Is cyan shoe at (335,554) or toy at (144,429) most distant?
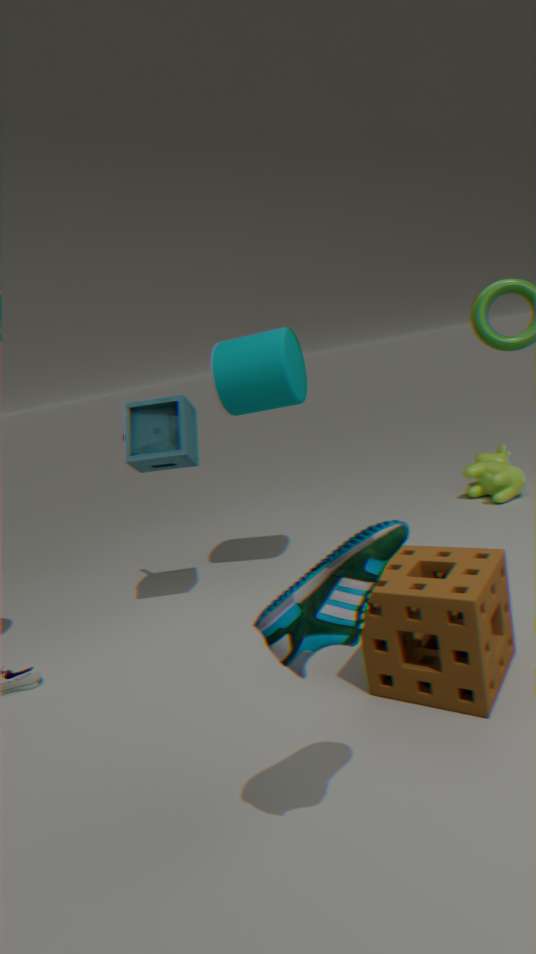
toy at (144,429)
